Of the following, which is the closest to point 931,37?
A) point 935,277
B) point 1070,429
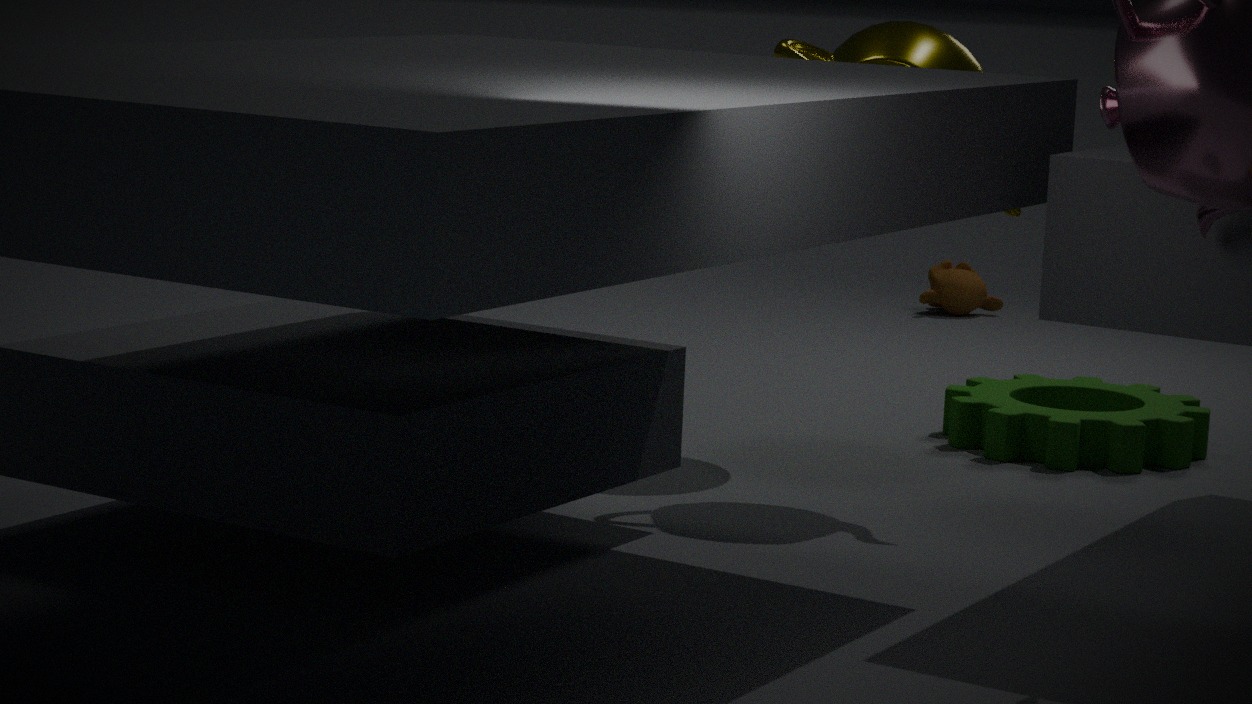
point 1070,429
